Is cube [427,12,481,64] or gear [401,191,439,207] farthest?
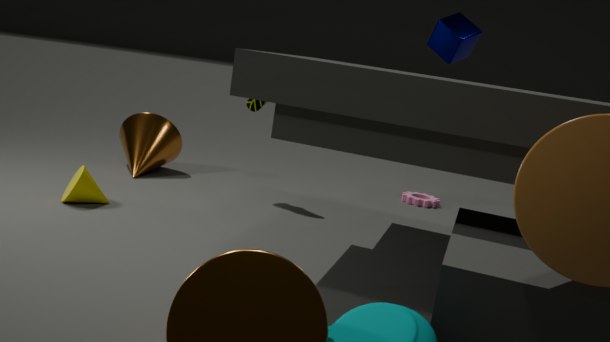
gear [401,191,439,207]
